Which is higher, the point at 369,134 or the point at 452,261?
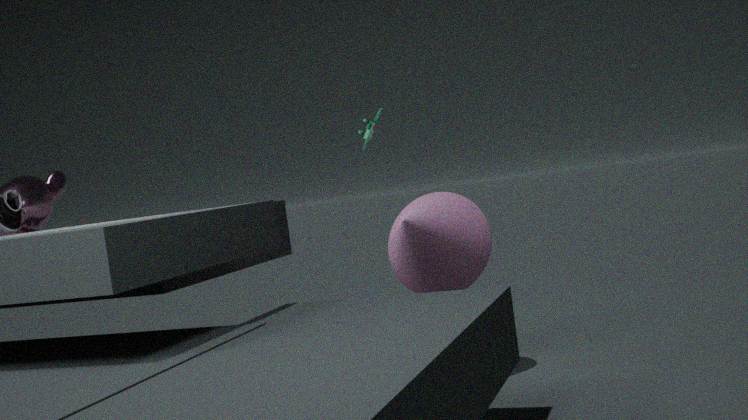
the point at 369,134
